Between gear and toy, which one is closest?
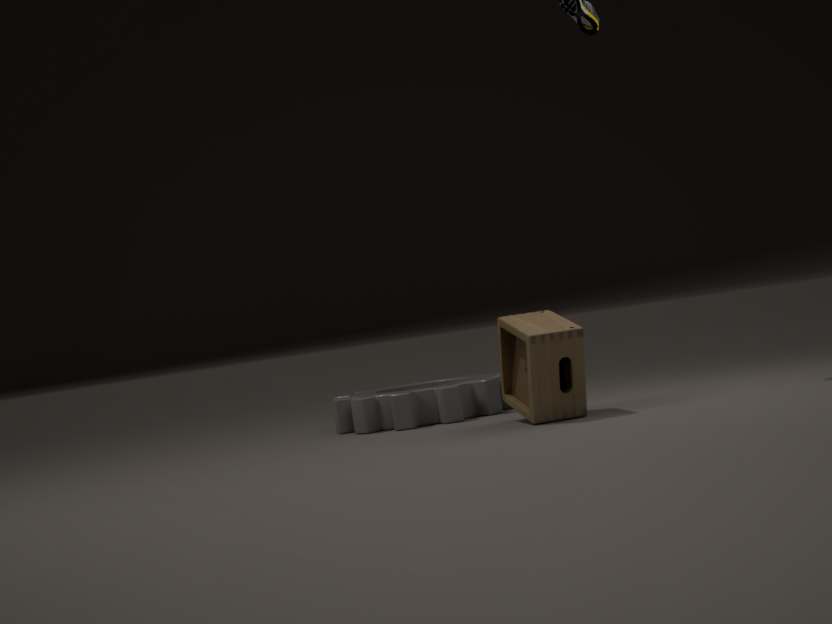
toy
